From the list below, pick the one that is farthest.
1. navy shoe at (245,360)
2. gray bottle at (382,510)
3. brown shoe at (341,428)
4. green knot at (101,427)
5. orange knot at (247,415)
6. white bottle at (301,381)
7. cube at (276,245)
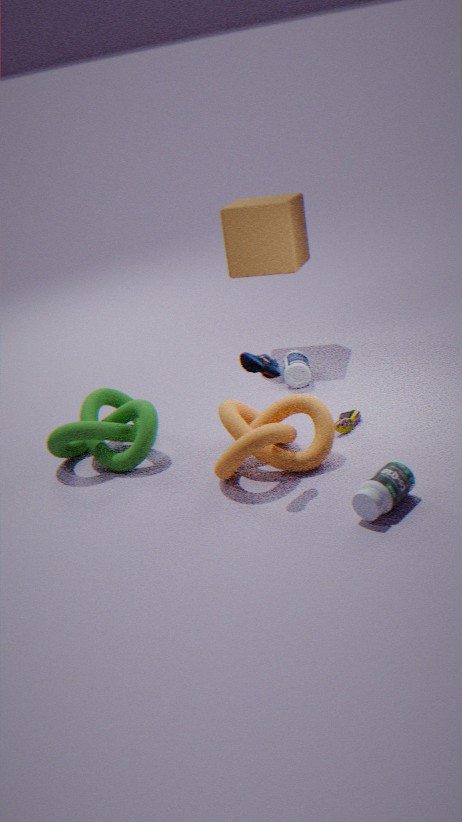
cube at (276,245)
